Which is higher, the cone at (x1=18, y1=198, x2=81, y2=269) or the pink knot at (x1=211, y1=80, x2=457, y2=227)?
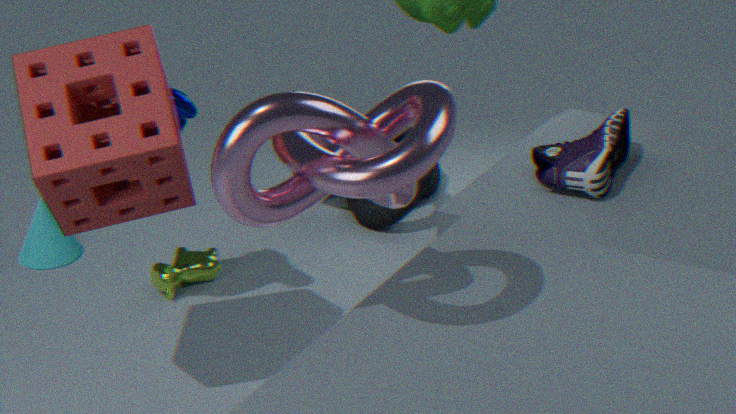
the pink knot at (x1=211, y1=80, x2=457, y2=227)
